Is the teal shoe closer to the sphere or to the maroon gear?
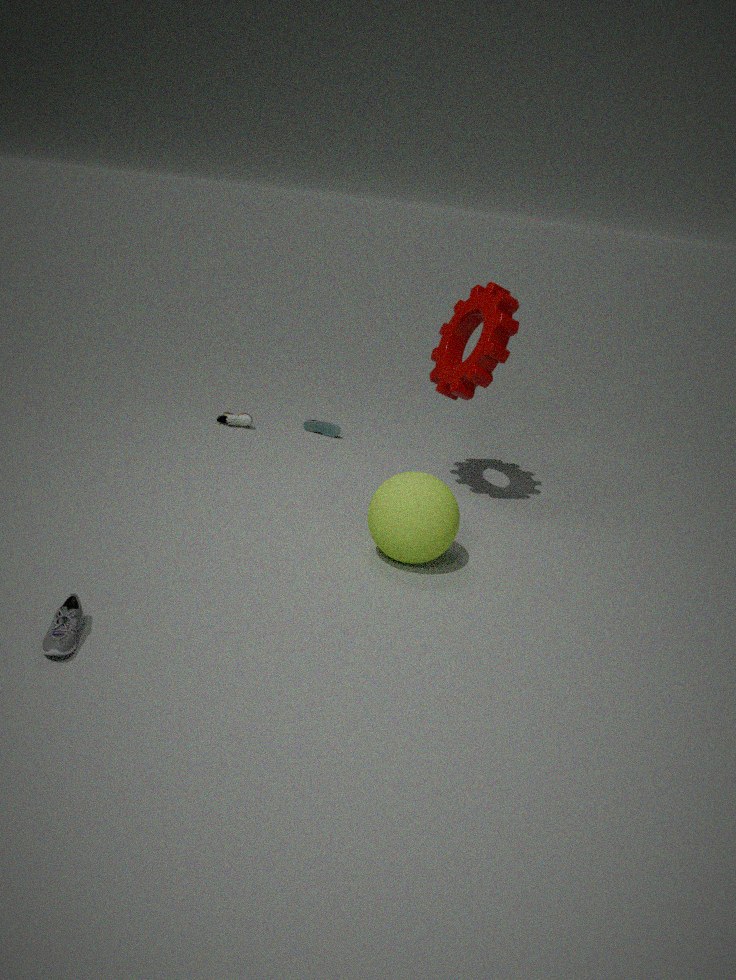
the maroon gear
